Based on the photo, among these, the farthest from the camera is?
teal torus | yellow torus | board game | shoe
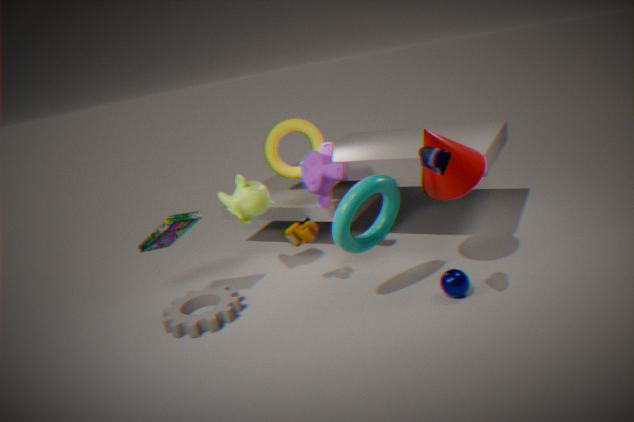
yellow torus
